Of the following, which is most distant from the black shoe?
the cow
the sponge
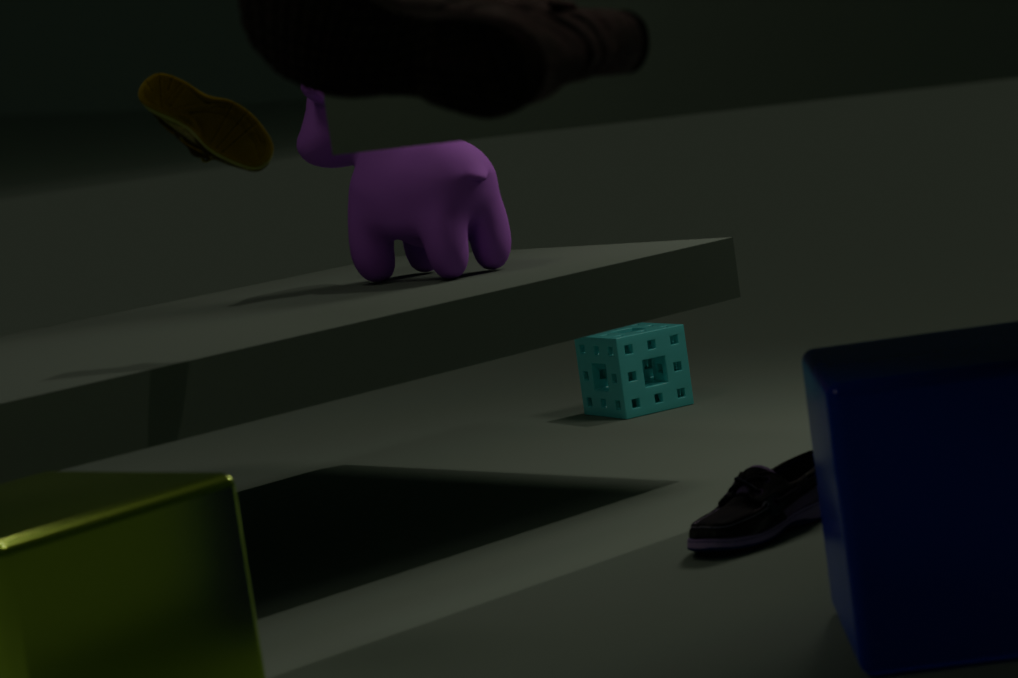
the sponge
